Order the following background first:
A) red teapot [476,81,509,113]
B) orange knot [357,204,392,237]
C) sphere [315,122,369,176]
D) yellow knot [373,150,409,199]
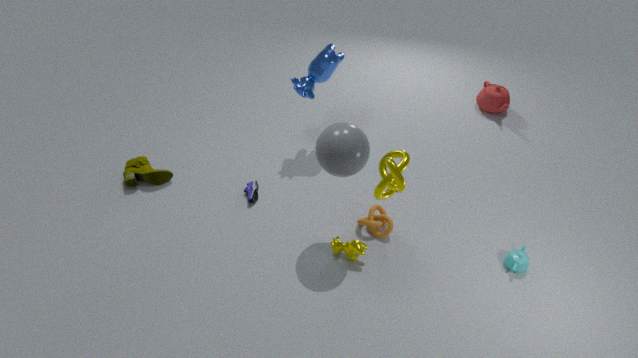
red teapot [476,81,509,113]
orange knot [357,204,392,237]
sphere [315,122,369,176]
yellow knot [373,150,409,199]
